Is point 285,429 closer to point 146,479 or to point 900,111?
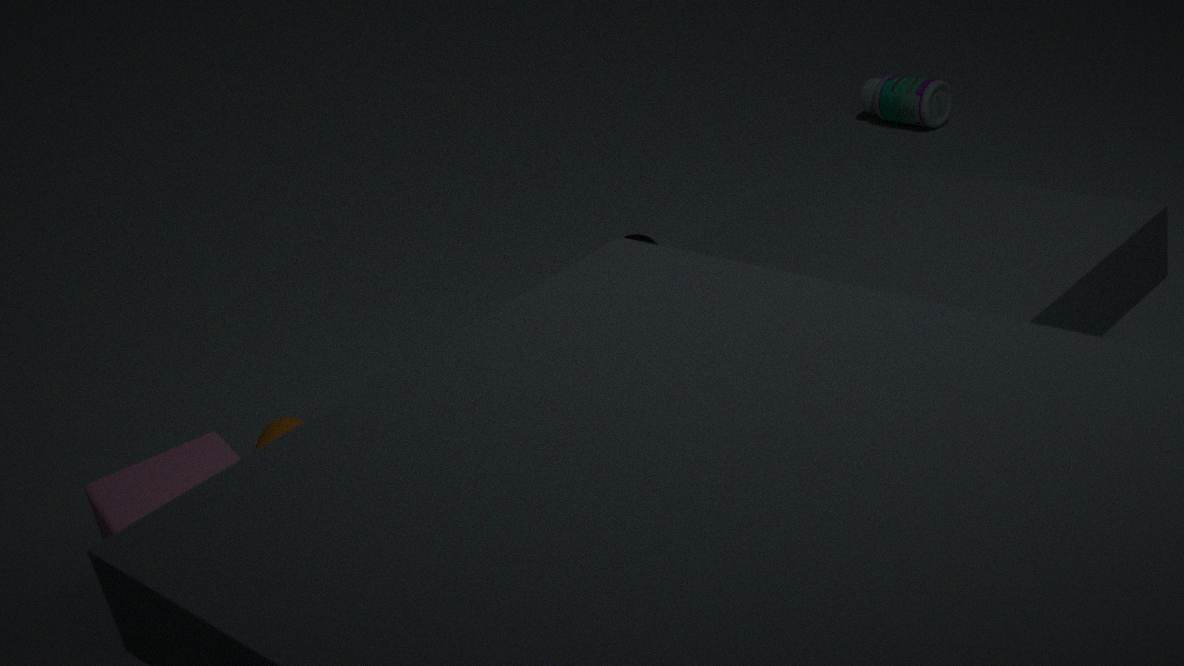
point 146,479
